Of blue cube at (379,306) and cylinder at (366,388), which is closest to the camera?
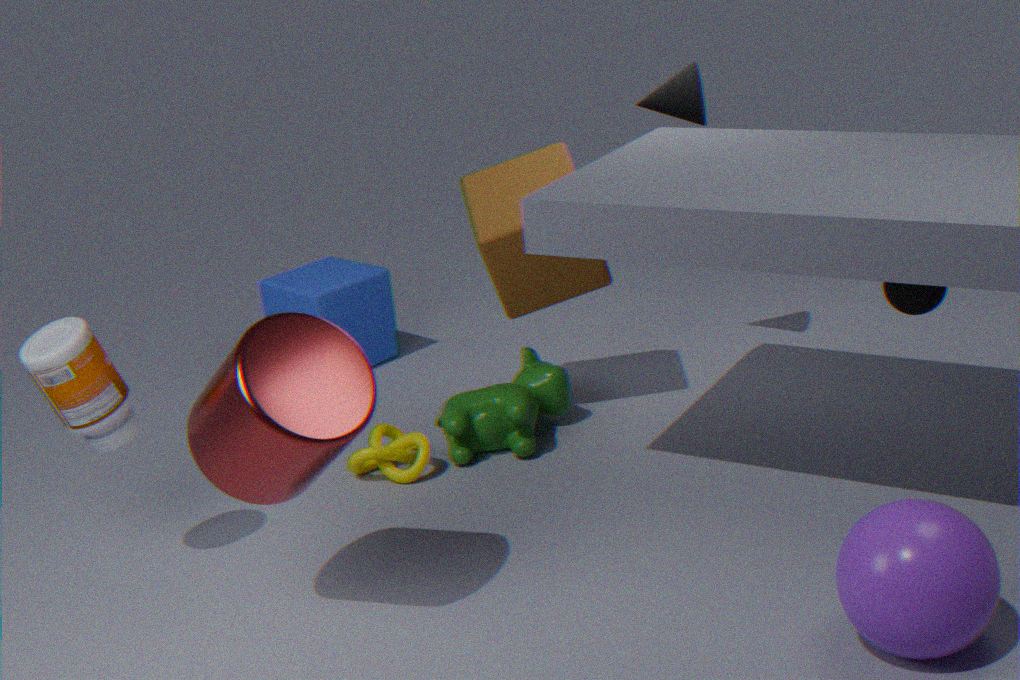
cylinder at (366,388)
